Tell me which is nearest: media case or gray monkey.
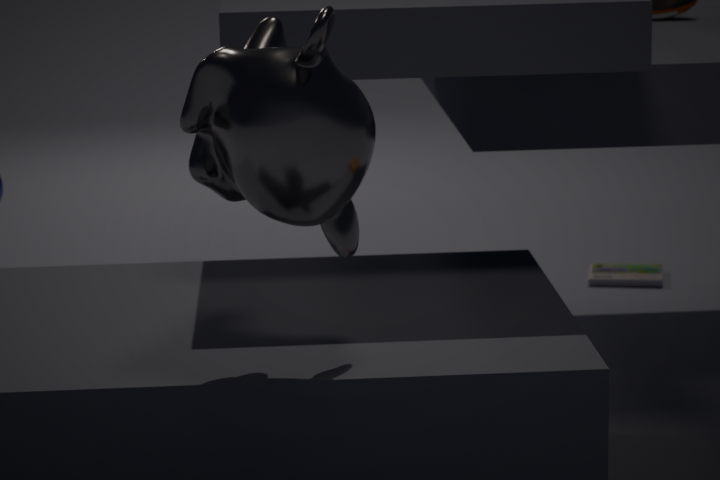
gray monkey
